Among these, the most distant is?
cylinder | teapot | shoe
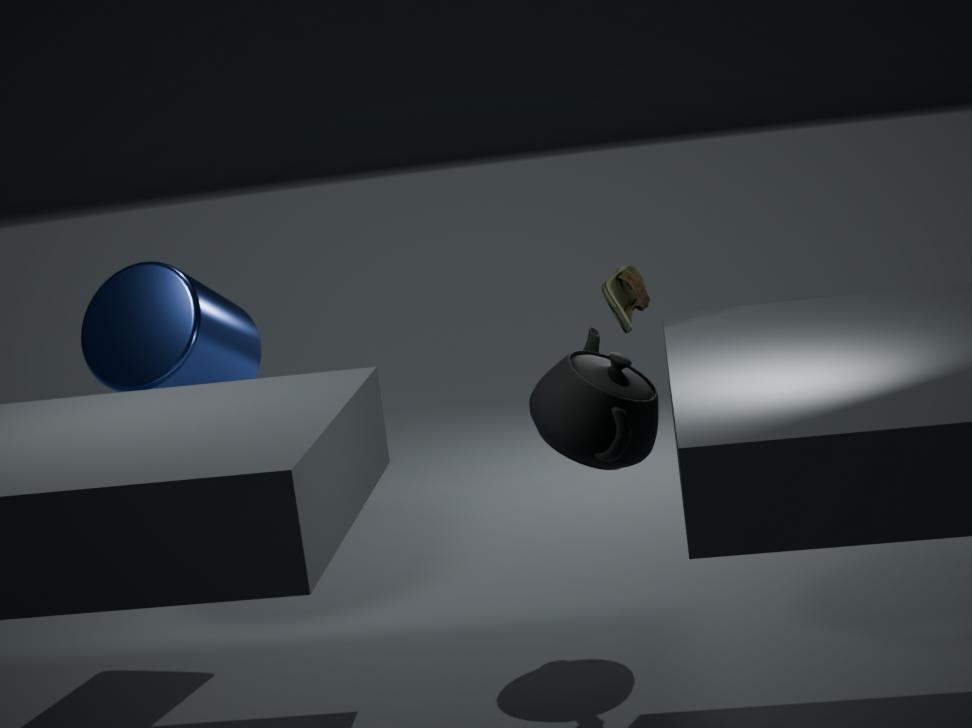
cylinder
